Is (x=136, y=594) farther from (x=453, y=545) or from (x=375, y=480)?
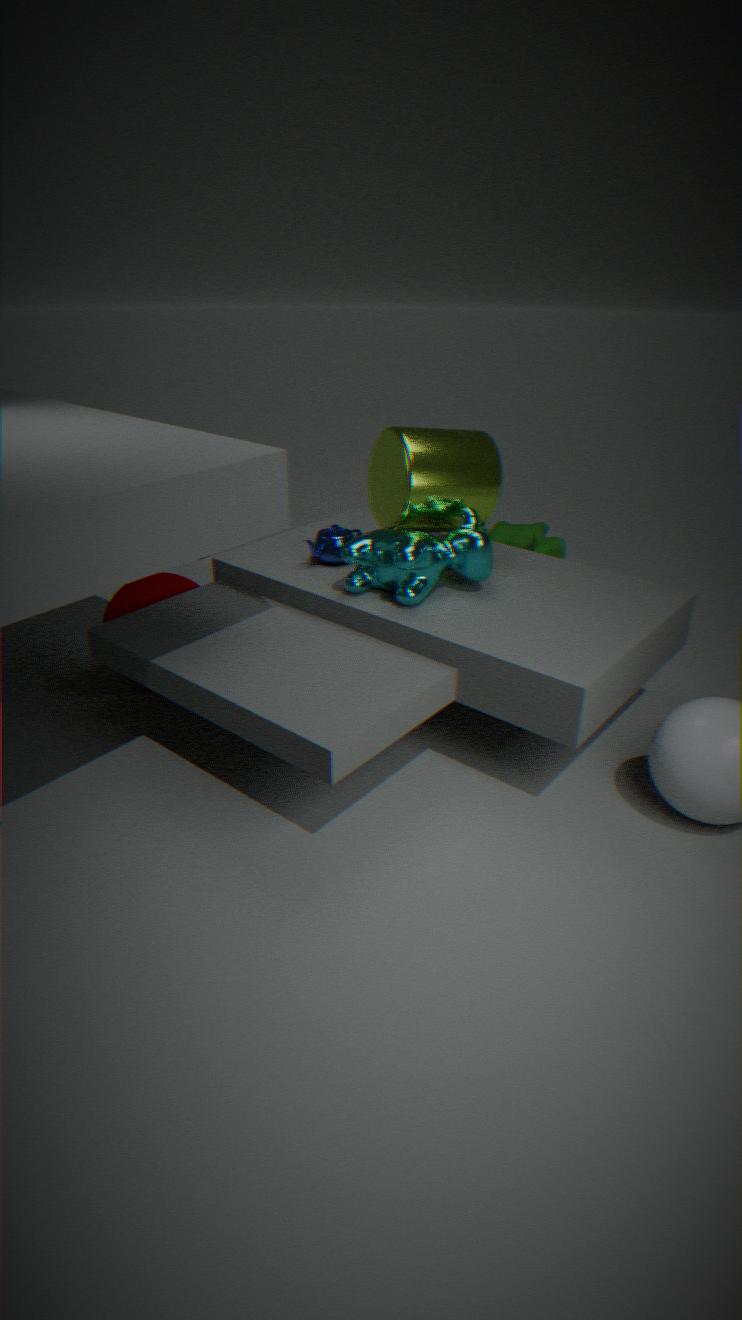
(x=375, y=480)
